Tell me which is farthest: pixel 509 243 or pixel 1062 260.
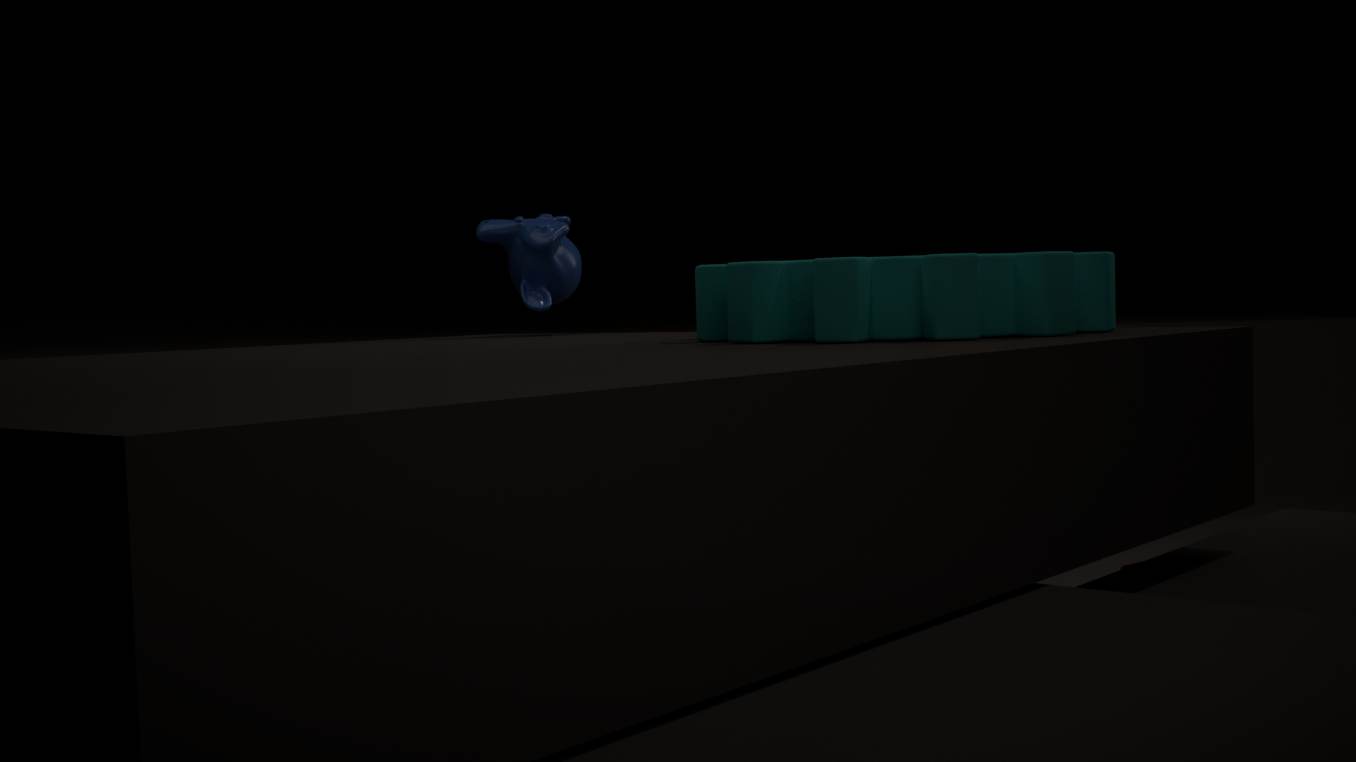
pixel 509 243
